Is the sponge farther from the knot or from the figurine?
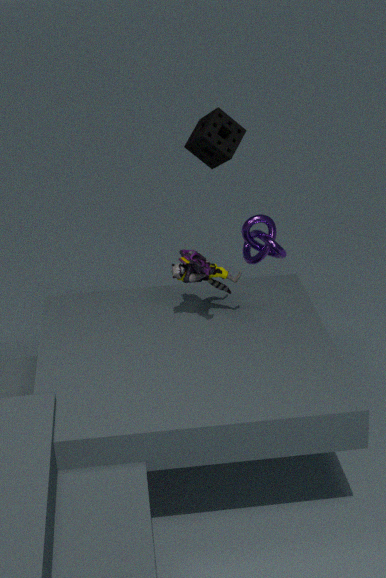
the figurine
